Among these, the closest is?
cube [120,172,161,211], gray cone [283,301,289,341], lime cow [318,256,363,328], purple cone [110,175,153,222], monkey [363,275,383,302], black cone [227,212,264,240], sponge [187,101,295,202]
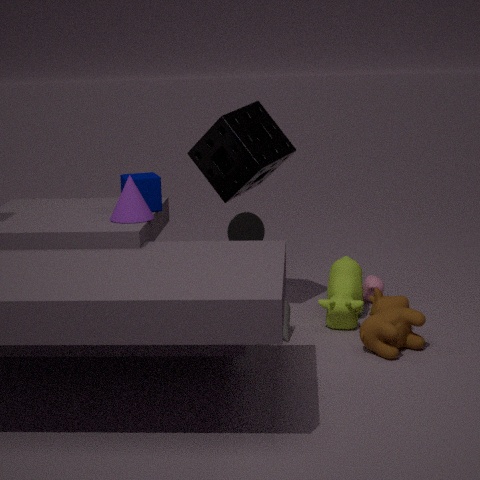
purple cone [110,175,153,222]
